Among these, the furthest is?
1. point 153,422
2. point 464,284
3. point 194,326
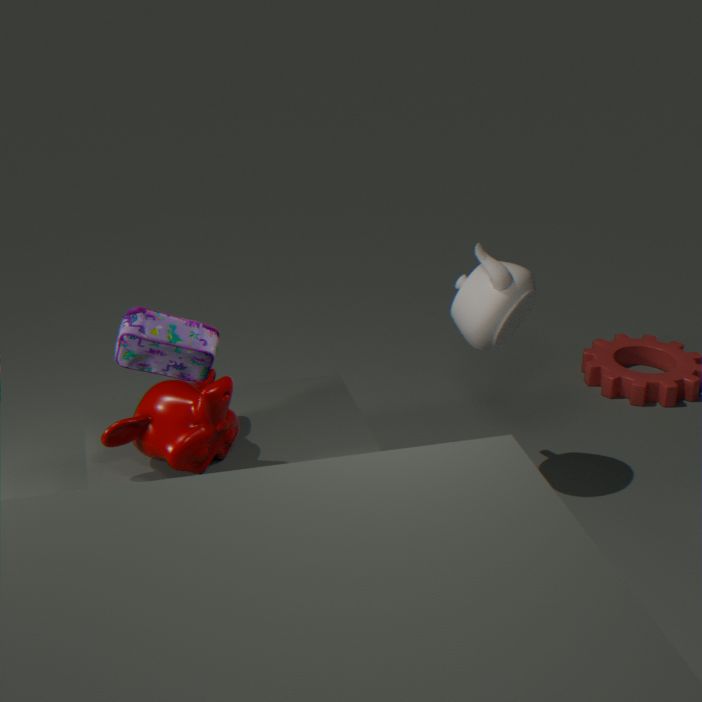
point 464,284
